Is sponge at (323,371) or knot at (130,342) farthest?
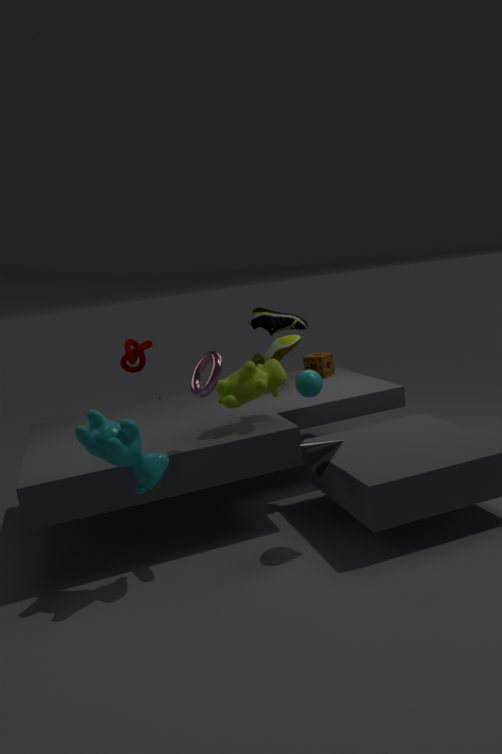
sponge at (323,371)
